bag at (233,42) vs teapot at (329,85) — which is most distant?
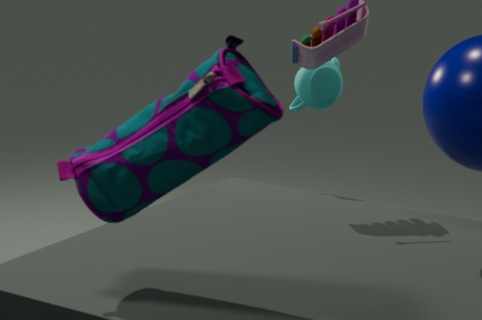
teapot at (329,85)
